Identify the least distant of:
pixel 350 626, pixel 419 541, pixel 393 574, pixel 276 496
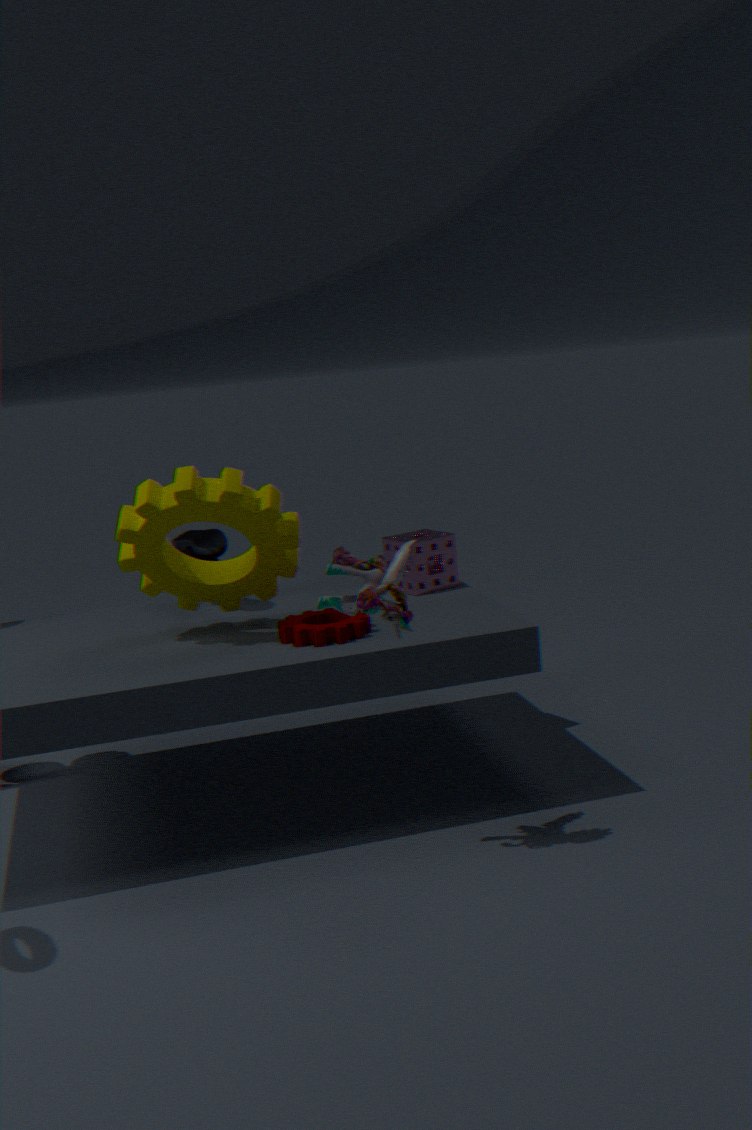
pixel 393 574
